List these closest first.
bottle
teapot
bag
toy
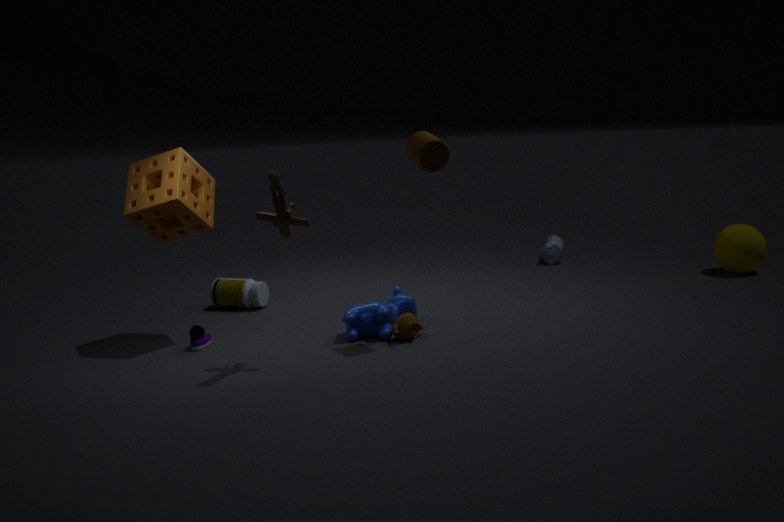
toy → teapot → bottle → bag
